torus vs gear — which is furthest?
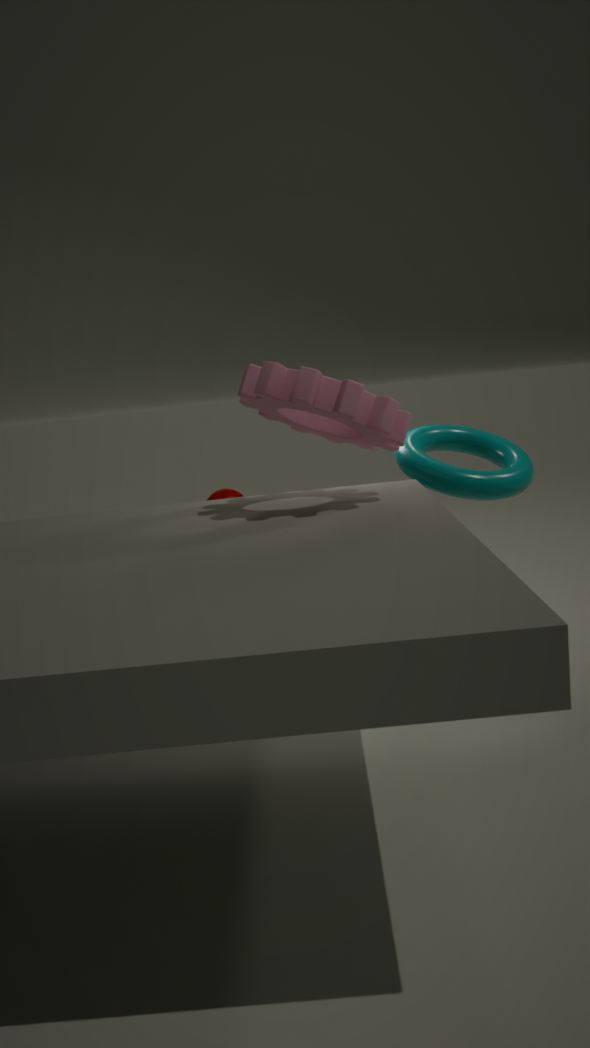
torus
